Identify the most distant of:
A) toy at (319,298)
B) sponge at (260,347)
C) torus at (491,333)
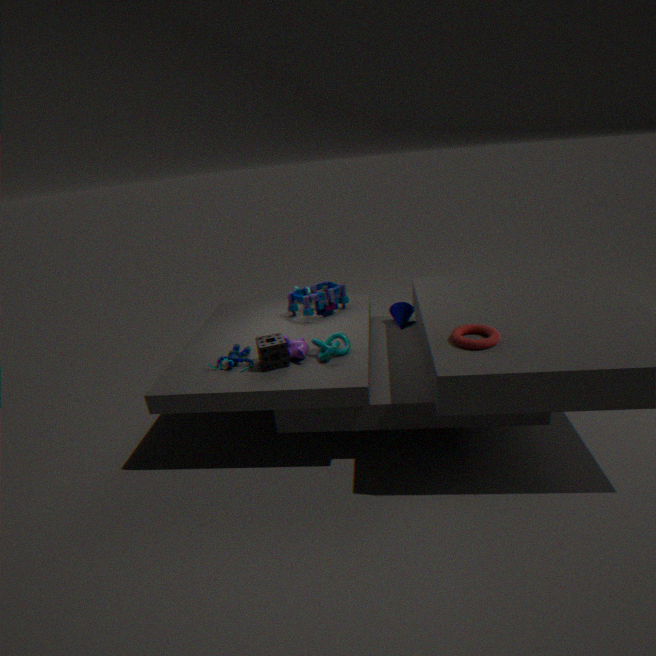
toy at (319,298)
